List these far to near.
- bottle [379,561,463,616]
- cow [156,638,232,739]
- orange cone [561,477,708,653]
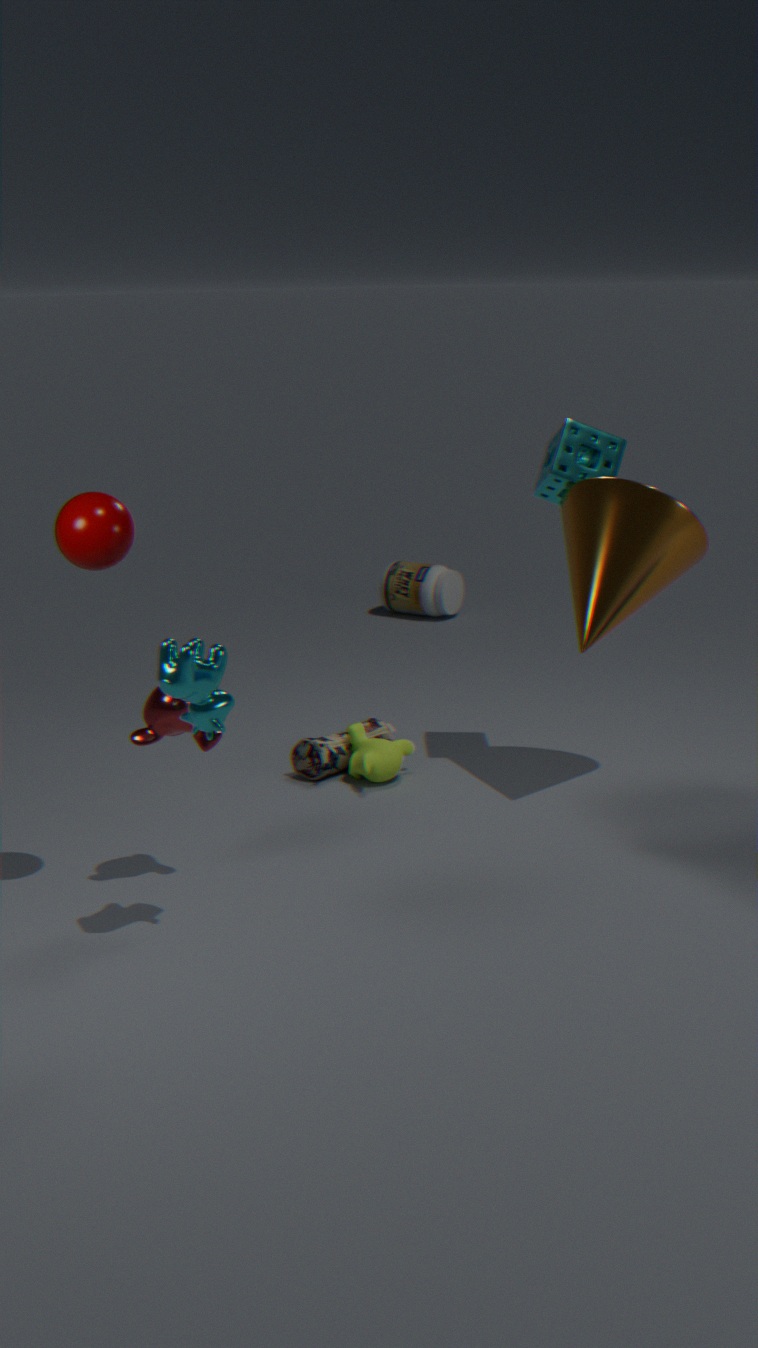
A: bottle [379,561,463,616]
orange cone [561,477,708,653]
cow [156,638,232,739]
